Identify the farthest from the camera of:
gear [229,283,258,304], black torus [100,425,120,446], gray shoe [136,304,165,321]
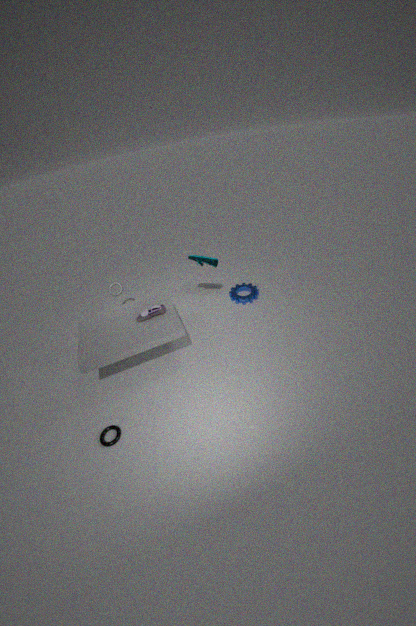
gear [229,283,258,304]
